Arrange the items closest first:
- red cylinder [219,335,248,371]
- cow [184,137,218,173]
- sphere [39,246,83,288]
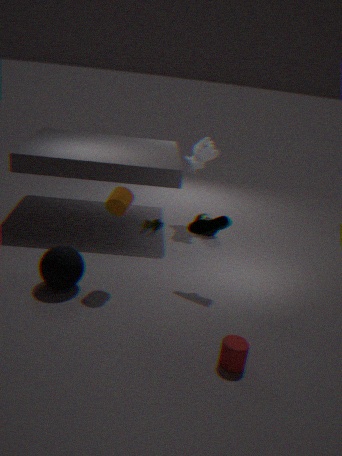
red cylinder [219,335,248,371]
sphere [39,246,83,288]
cow [184,137,218,173]
